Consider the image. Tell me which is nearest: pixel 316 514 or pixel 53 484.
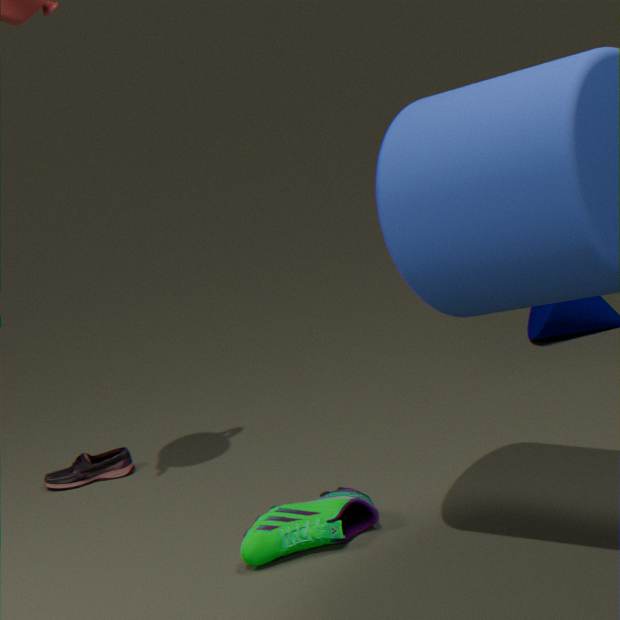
pixel 316 514
